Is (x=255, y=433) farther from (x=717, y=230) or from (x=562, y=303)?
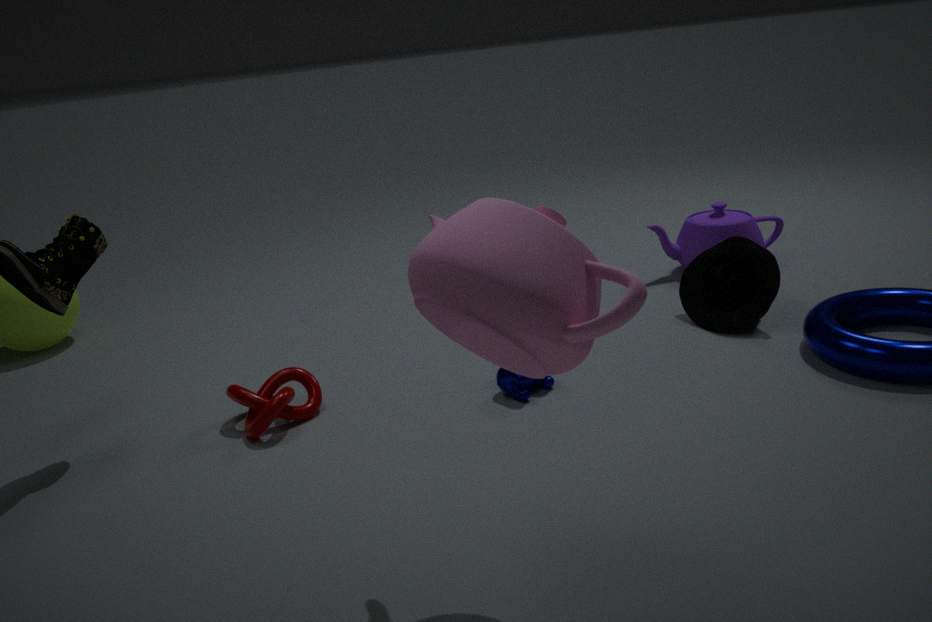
(x=717, y=230)
